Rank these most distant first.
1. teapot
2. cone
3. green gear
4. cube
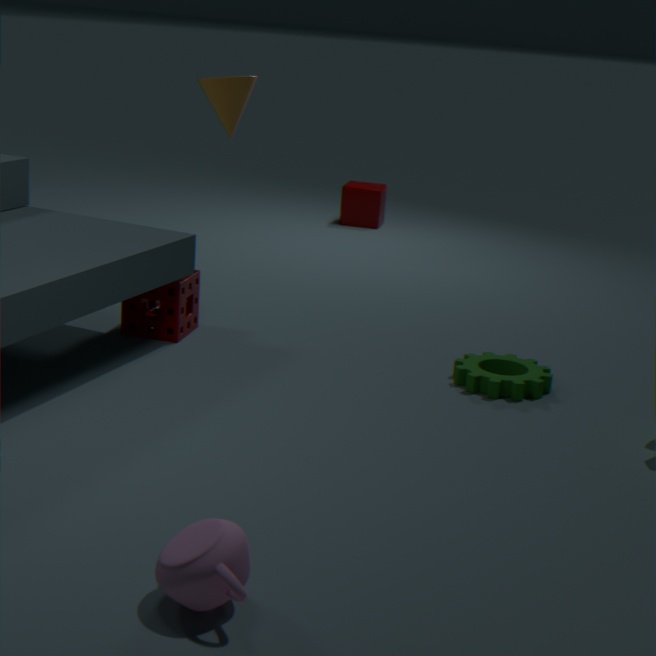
cube < cone < green gear < teapot
